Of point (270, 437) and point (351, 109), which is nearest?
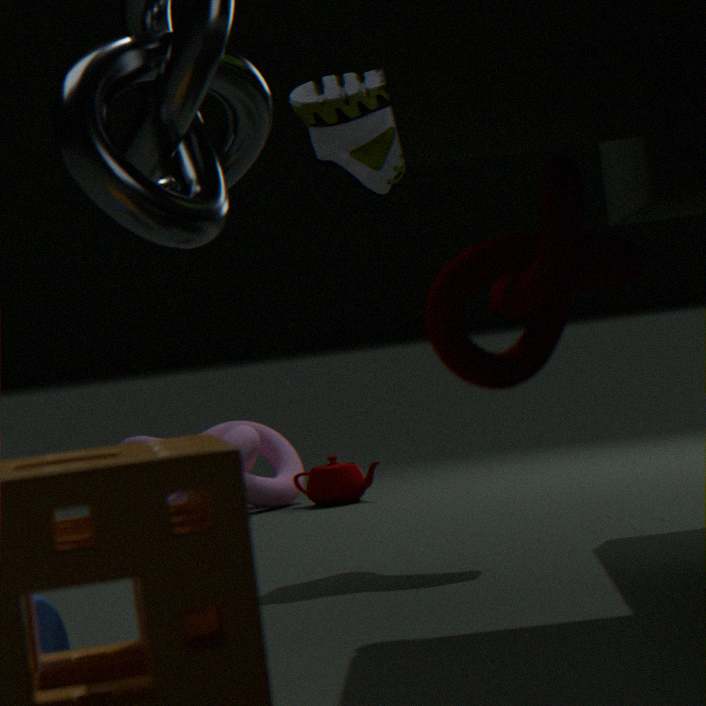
point (351, 109)
